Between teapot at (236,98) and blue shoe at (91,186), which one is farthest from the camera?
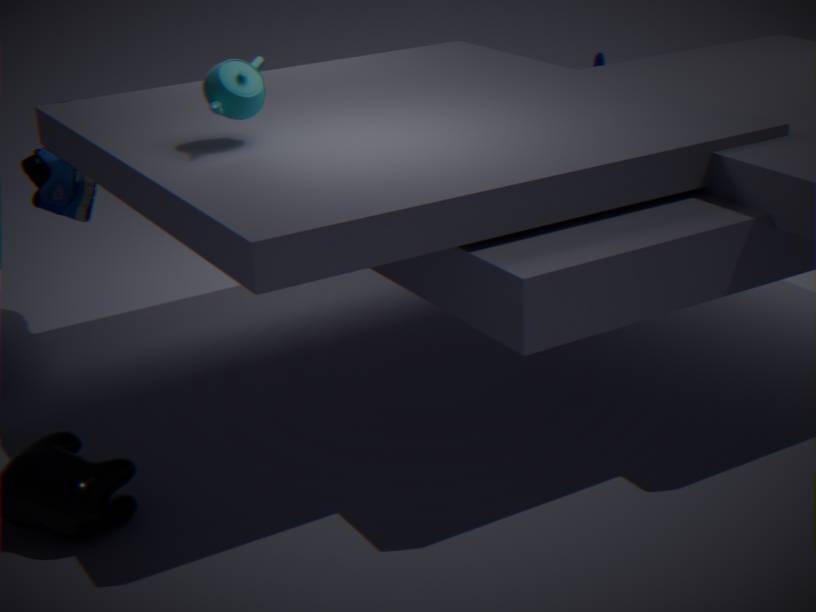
blue shoe at (91,186)
